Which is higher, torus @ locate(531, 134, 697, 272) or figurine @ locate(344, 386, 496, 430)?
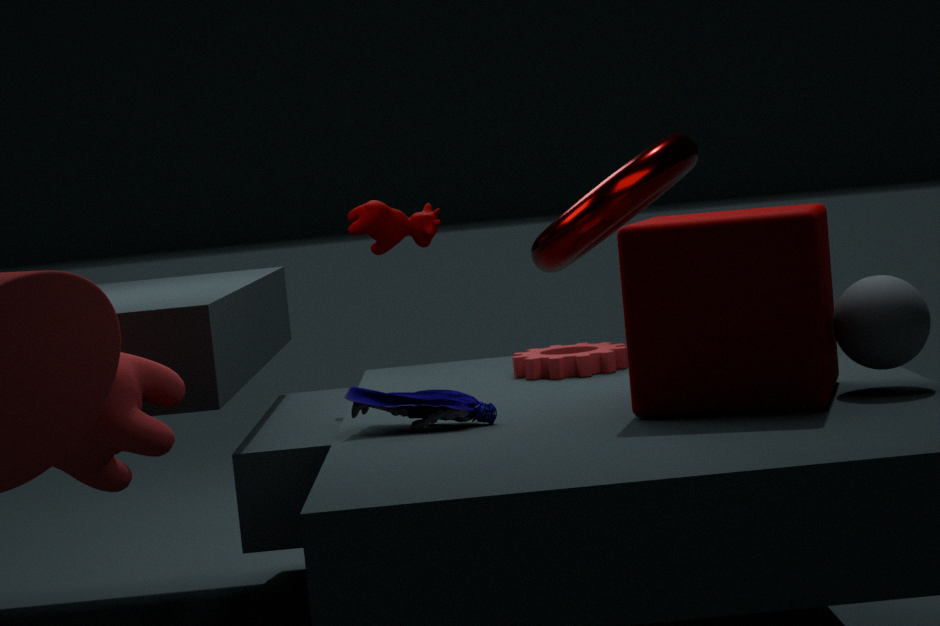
torus @ locate(531, 134, 697, 272)
